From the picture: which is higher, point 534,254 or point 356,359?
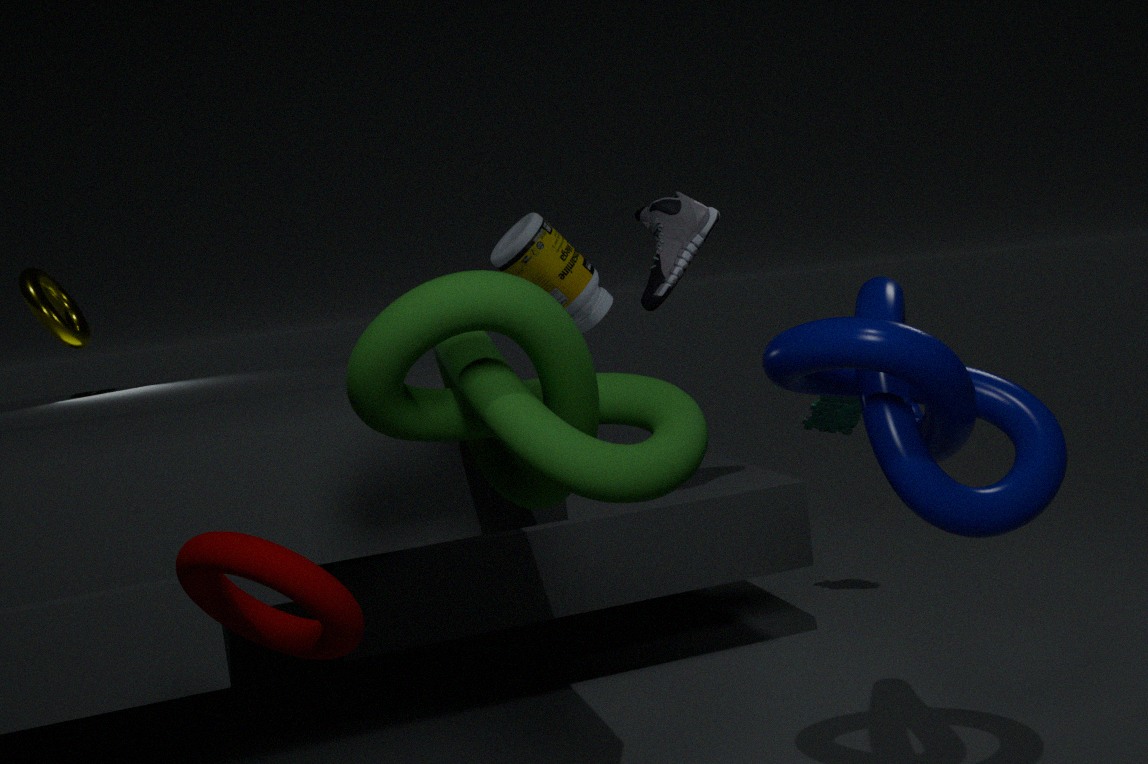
point 534,254
